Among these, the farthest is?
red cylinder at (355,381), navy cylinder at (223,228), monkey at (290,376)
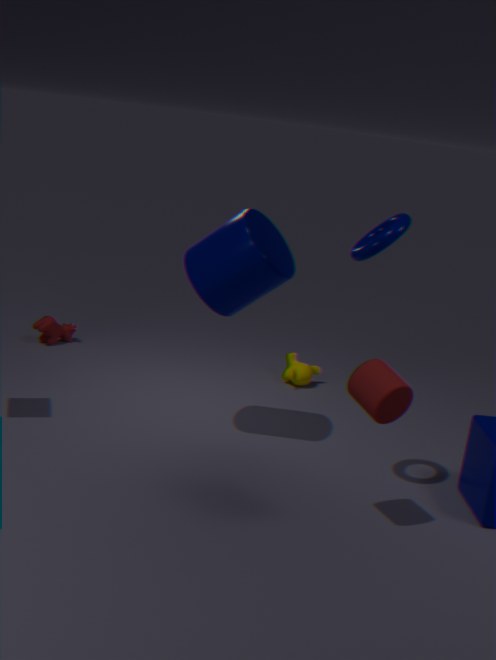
monkey at (290,376)
